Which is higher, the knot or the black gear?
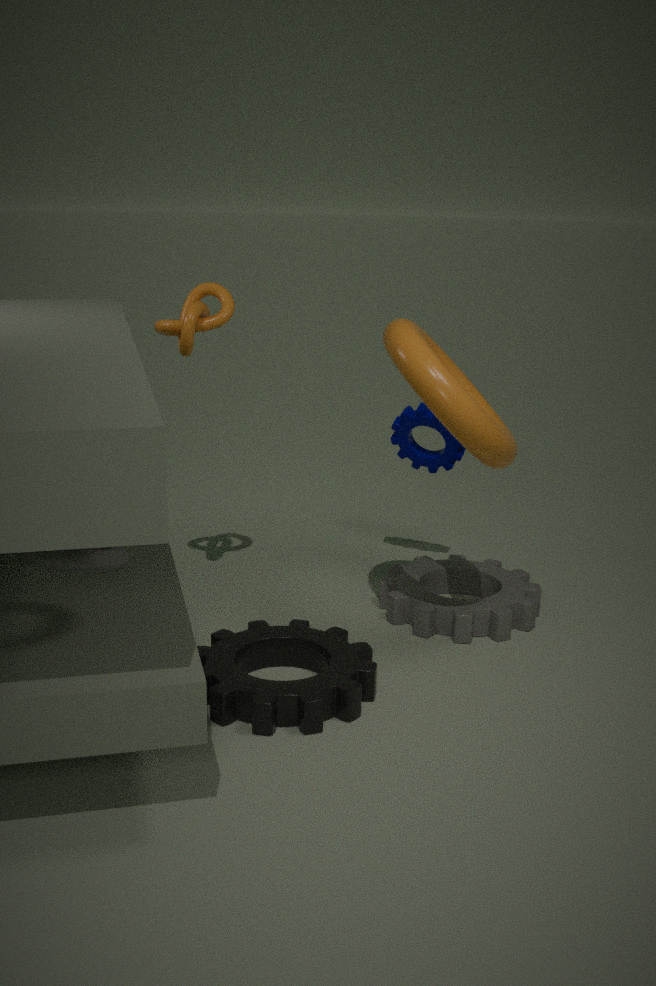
the knot
